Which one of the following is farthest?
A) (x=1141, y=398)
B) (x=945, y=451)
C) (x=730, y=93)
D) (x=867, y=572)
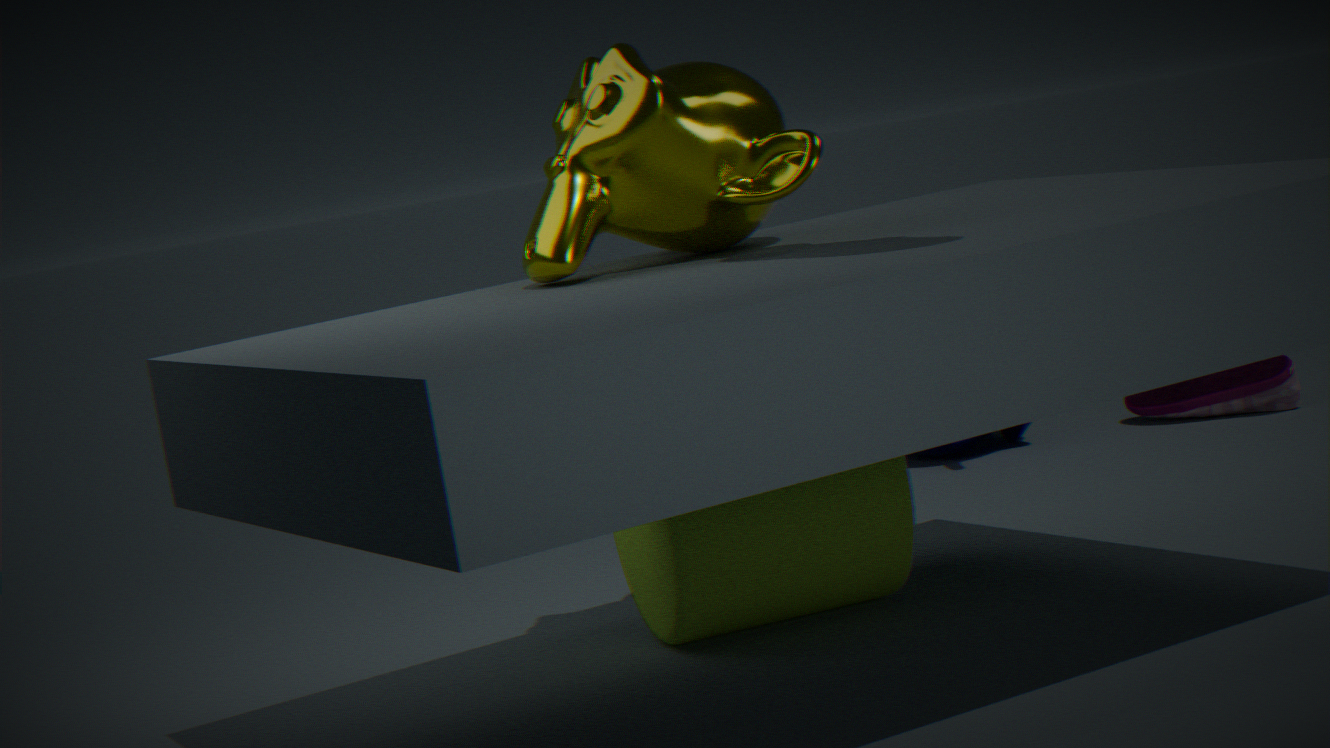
(x=1141, y=398)
